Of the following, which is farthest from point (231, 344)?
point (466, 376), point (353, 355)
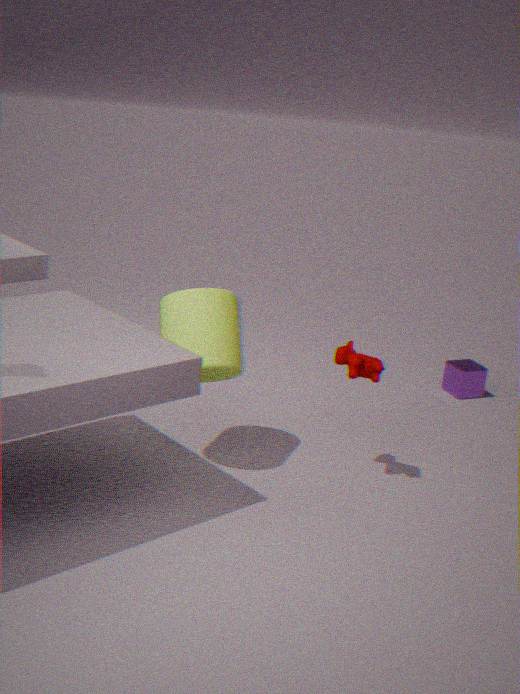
point (466, 376)
